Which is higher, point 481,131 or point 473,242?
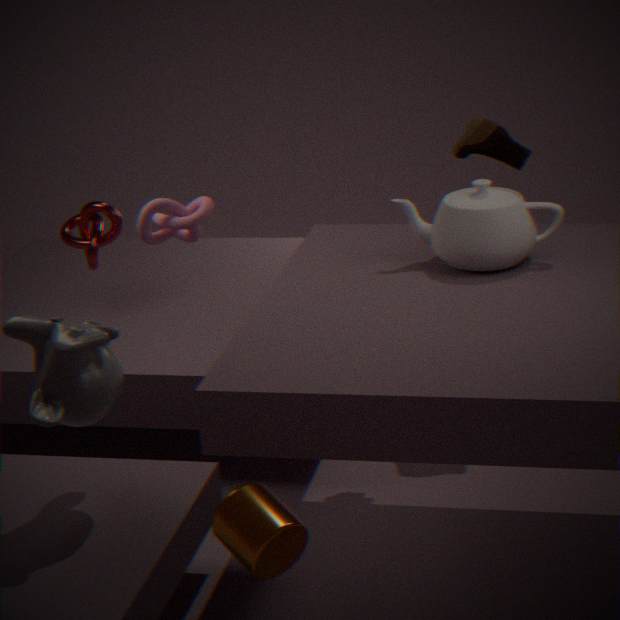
point 481,131
